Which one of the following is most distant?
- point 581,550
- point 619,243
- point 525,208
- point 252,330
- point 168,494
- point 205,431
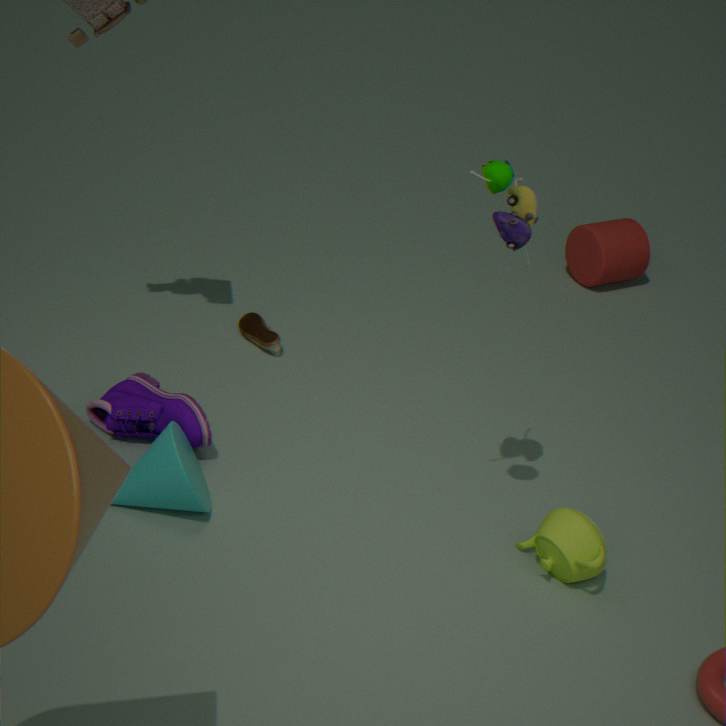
point 619,243
